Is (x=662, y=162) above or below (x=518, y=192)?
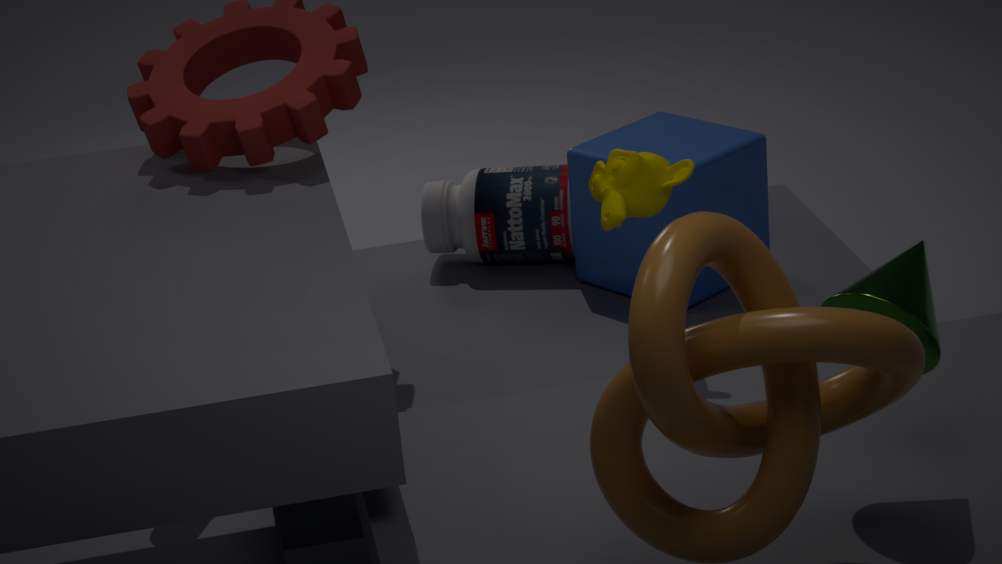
above
